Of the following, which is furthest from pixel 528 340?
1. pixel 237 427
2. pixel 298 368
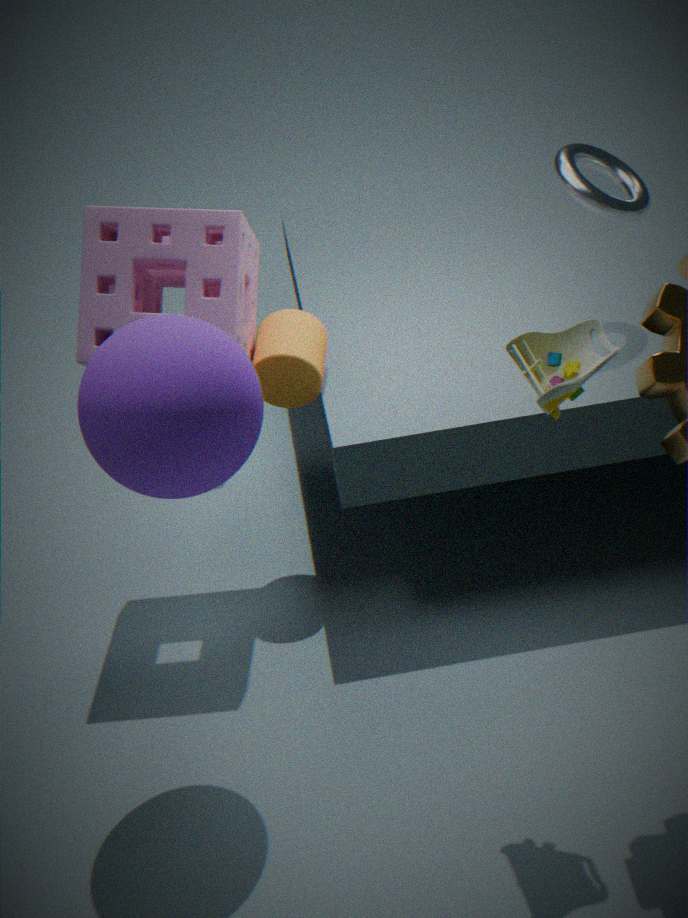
pixel 298 368
